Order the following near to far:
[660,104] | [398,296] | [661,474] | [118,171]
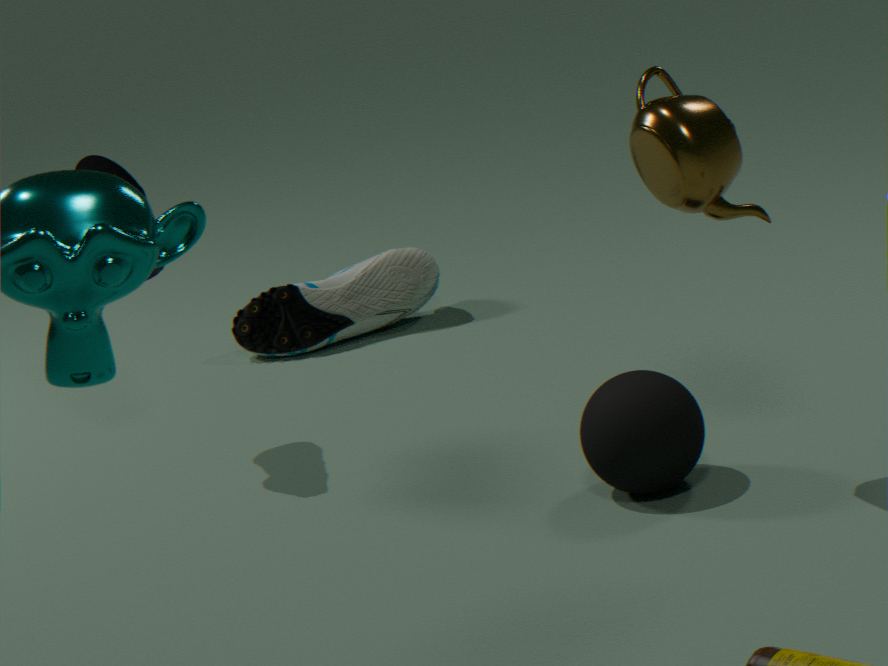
[660,104]
[661,474]
[118,171]
[398,296]
